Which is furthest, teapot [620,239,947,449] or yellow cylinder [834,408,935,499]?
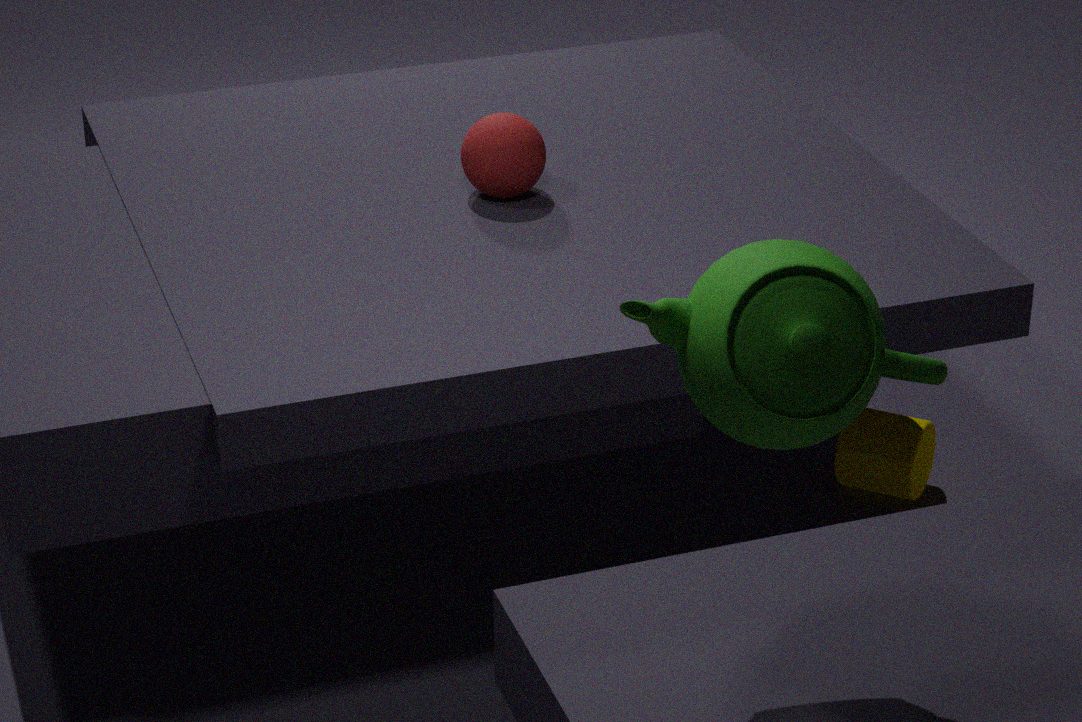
yellow cylinder [834,408,935,499]
